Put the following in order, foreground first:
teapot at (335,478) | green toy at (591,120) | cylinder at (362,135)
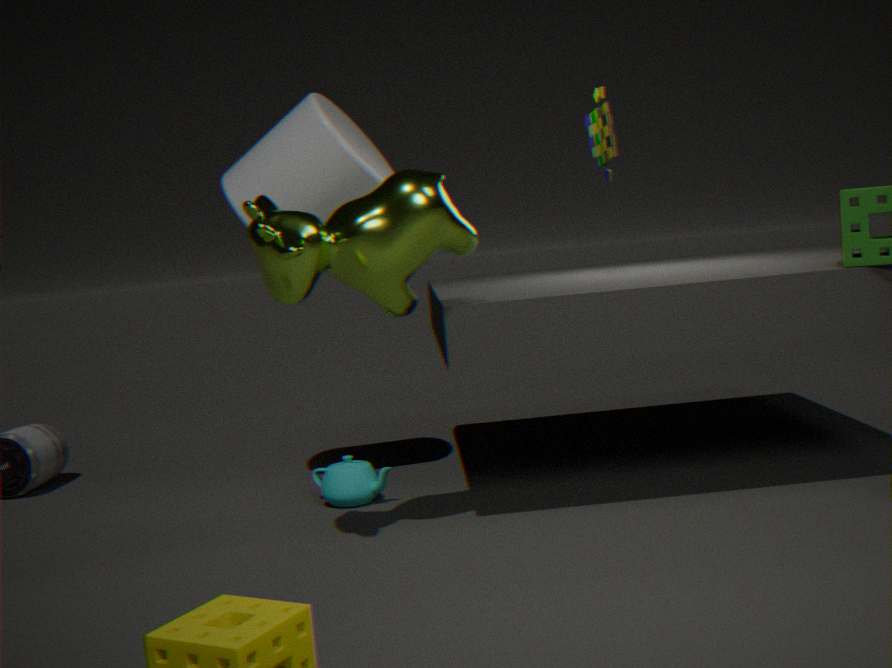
green toy at (591,120) → cylinder at (362,135) → teapot at (335,478)
